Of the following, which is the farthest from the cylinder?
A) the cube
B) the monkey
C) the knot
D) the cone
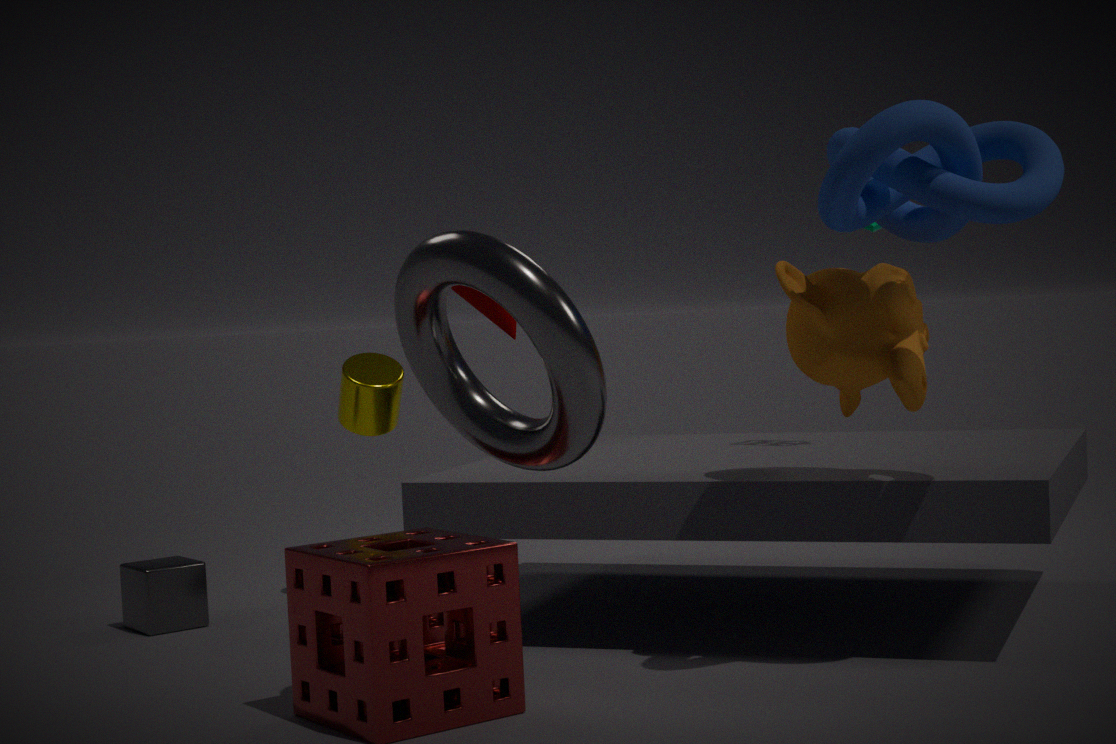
the knot
